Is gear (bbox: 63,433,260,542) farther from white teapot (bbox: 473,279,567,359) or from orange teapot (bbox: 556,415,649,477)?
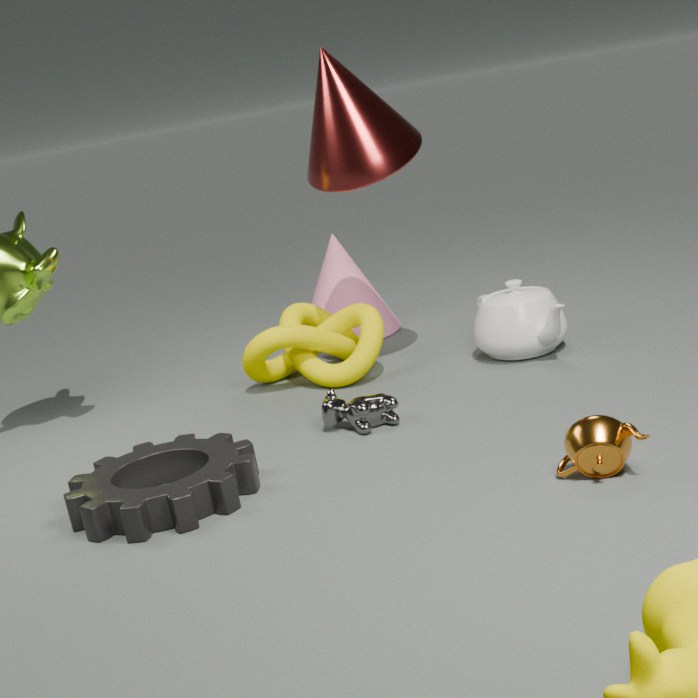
white teapot (bbox: 473,279,567,359)
